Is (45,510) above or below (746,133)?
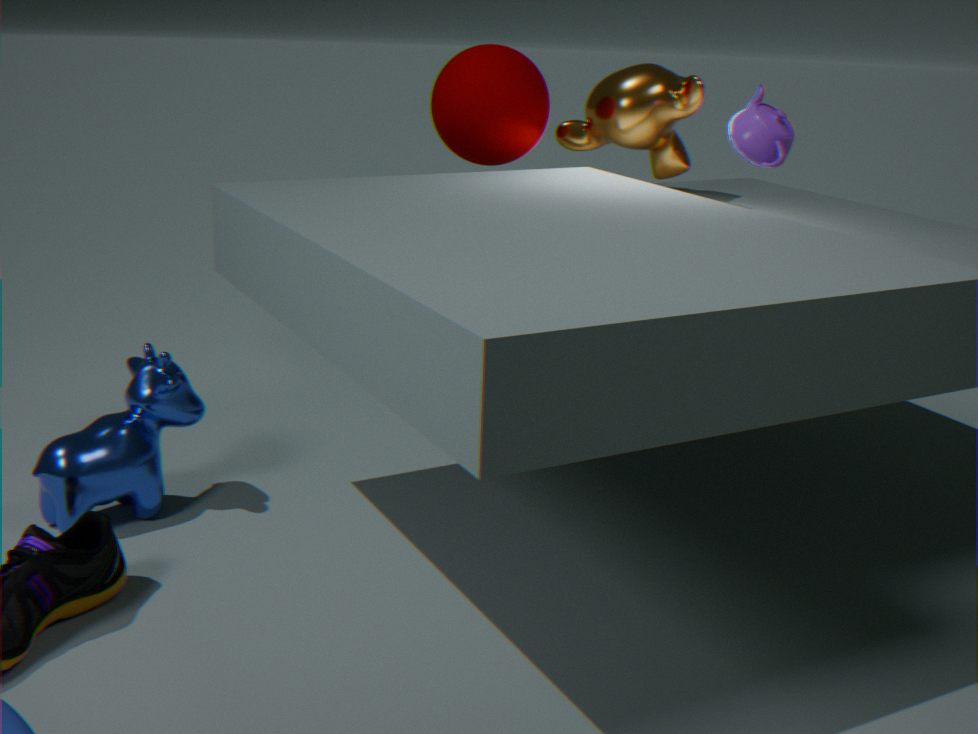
below
